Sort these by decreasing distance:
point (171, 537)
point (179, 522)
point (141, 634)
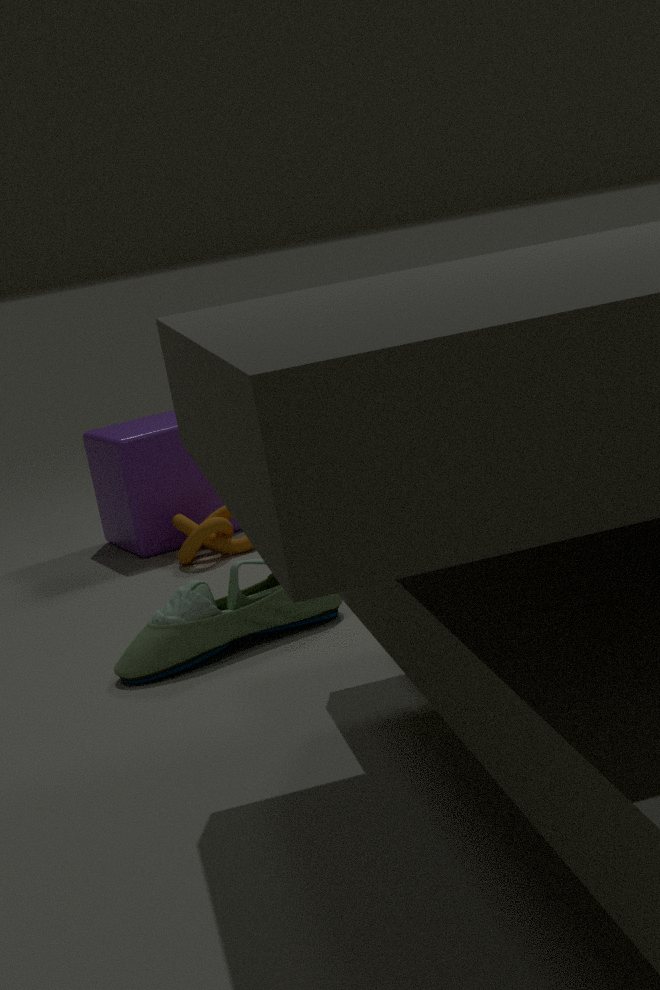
point (171, 537)
point (179, 522)
point (141, 634)
